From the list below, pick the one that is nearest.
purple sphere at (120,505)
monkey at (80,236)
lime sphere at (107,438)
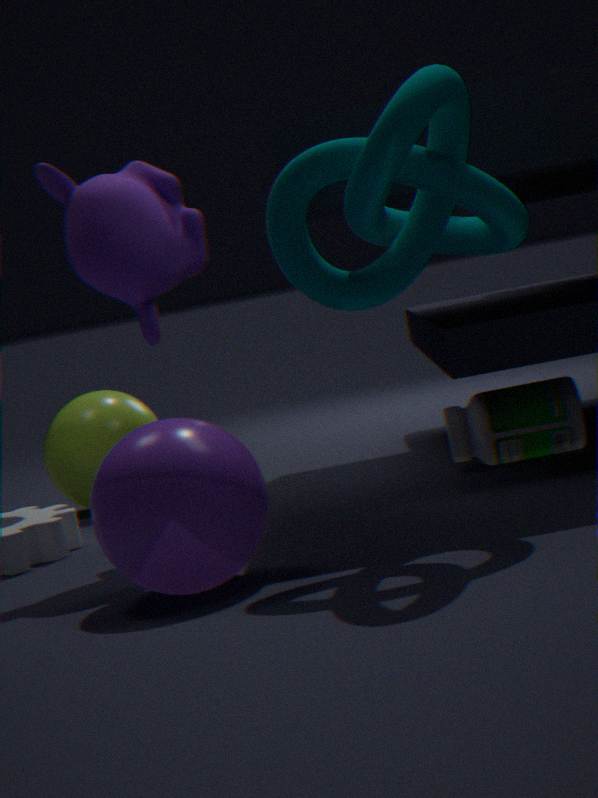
purple sphere at (120,505)
